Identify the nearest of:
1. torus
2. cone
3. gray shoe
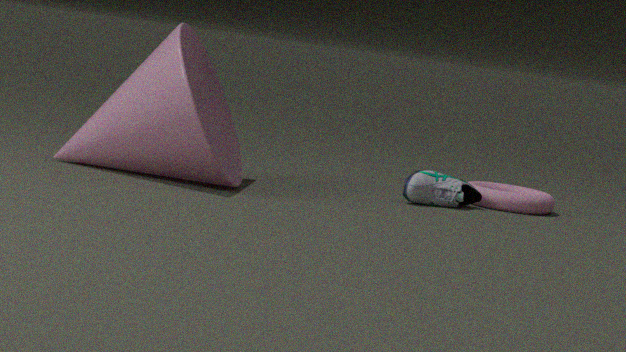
cone
